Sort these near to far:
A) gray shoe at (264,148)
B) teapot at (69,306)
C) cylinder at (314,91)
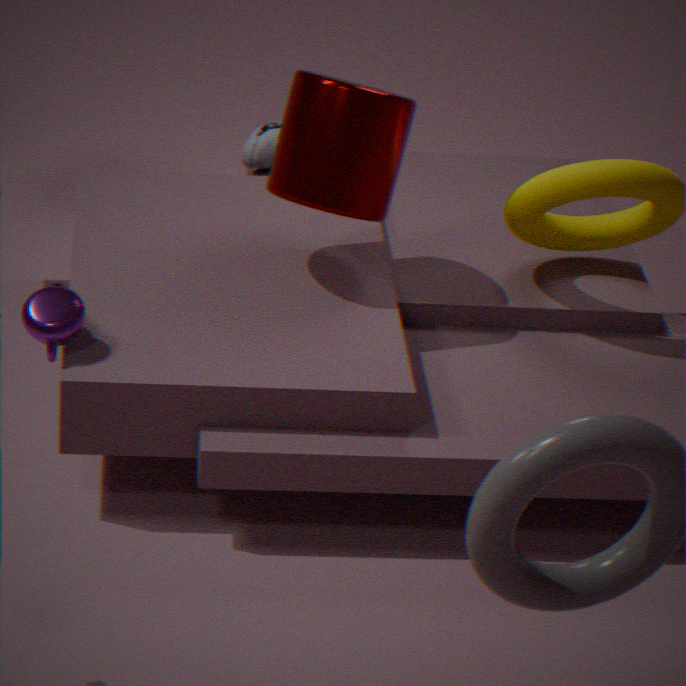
teapot at (69,306) < cylinder at (314,91) < gray shoe at (264,148)
